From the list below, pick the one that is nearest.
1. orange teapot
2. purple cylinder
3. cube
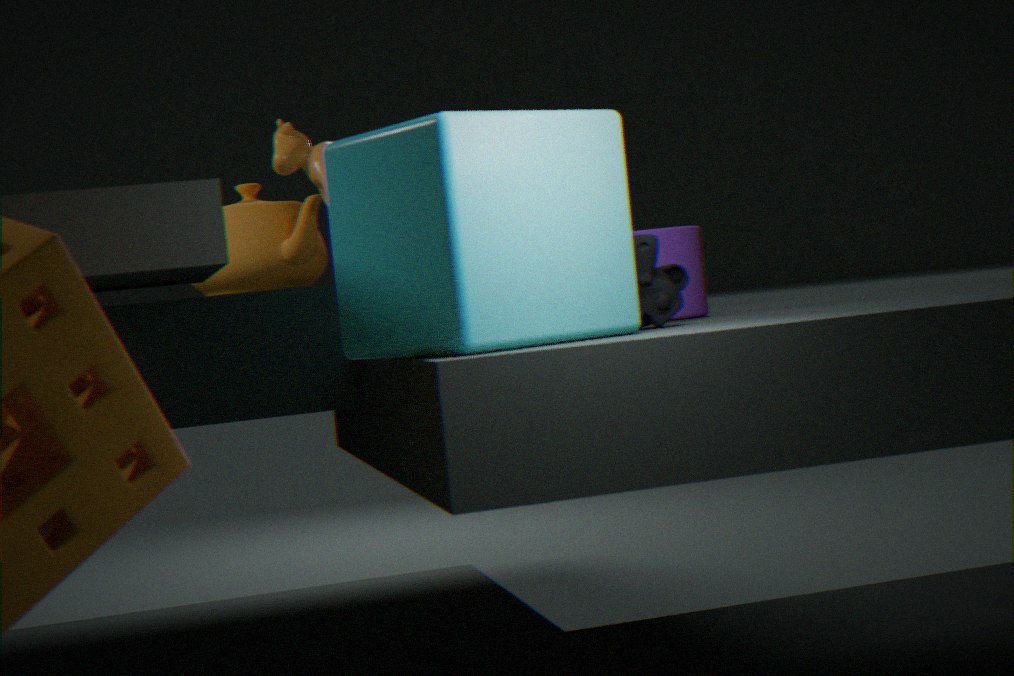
cube
